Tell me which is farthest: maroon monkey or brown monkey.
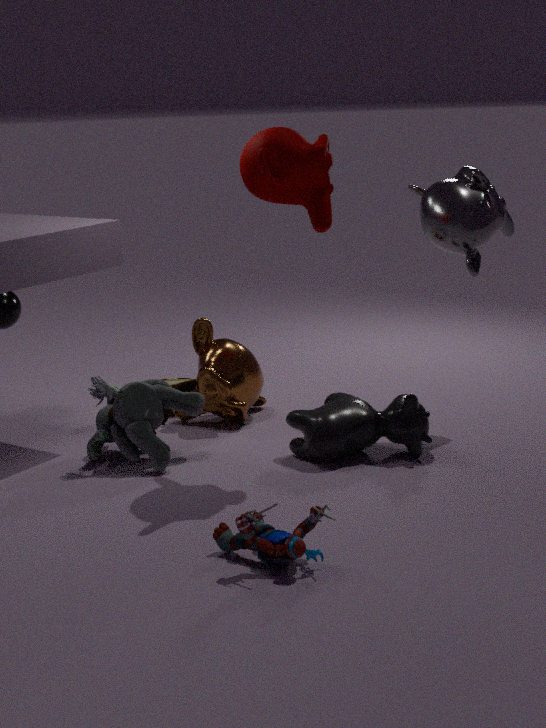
brown monkey
